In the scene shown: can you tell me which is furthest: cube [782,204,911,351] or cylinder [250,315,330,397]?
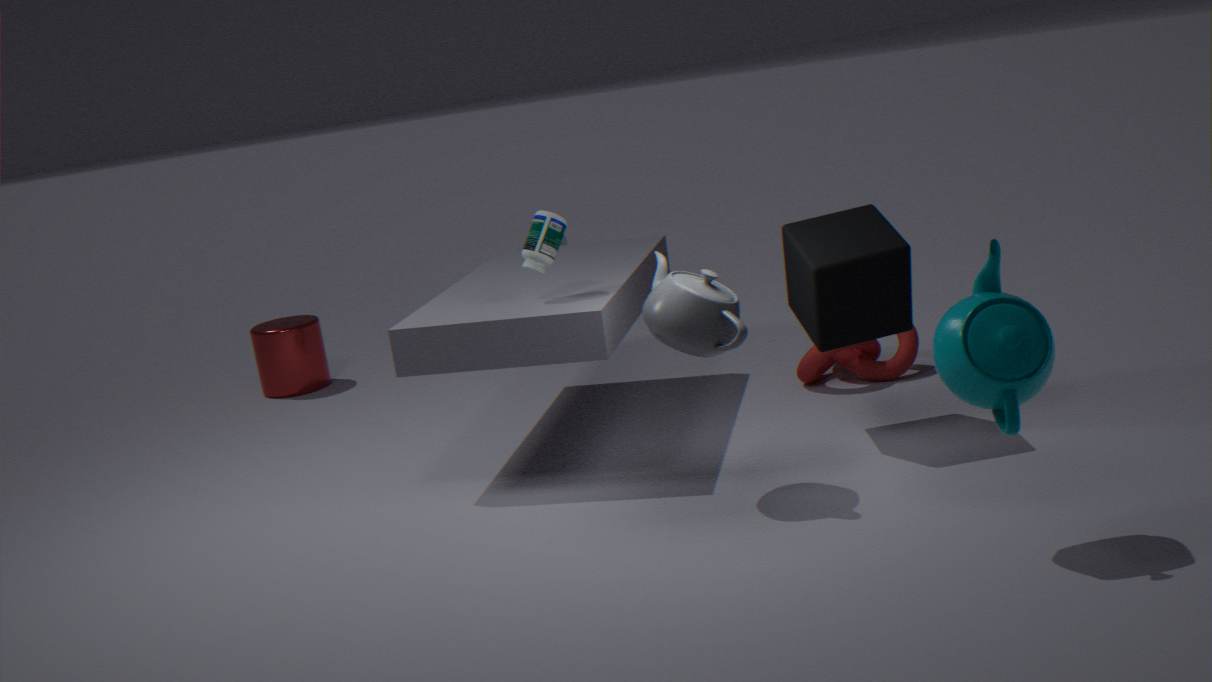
cylinder [250,315,330,397]
